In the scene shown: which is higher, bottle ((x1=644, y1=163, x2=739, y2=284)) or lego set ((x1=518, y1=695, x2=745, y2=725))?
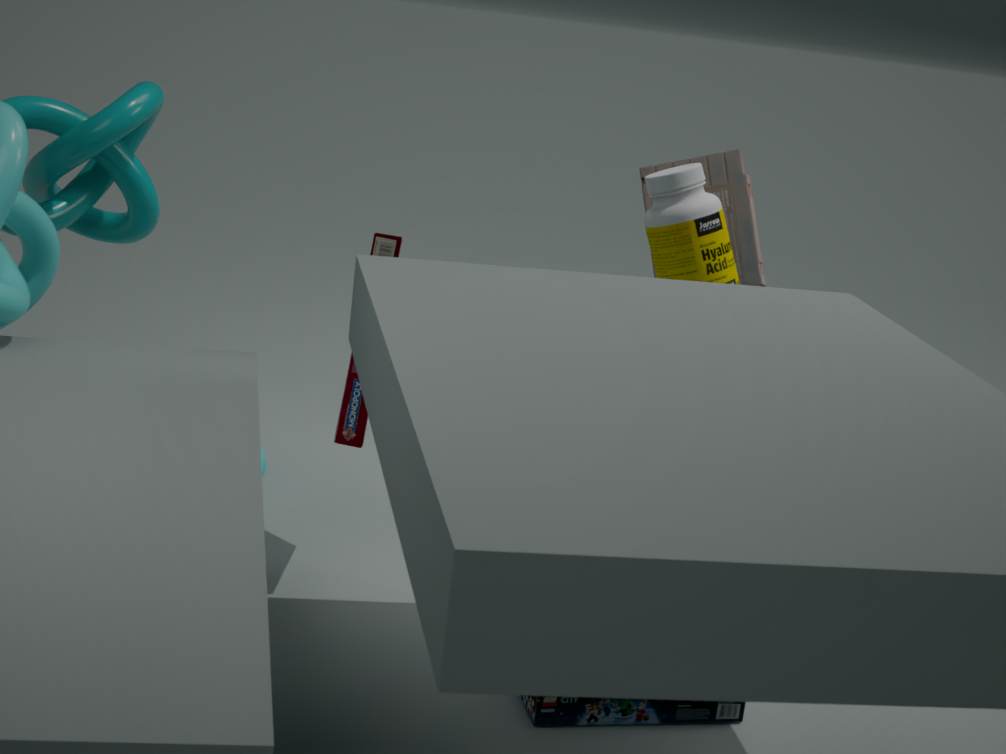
bottle ((x1=644, y1=163, x2=739, y2=284))
